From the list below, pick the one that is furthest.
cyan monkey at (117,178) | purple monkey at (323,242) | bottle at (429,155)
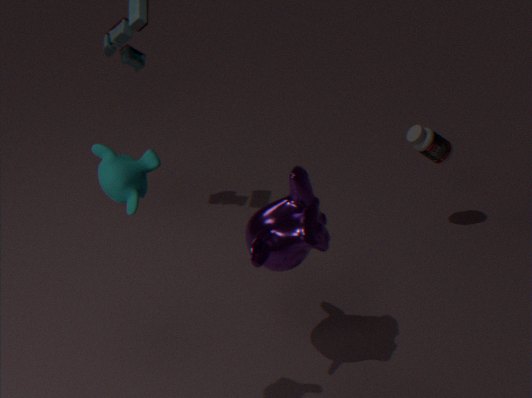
bottle at (429,155)
